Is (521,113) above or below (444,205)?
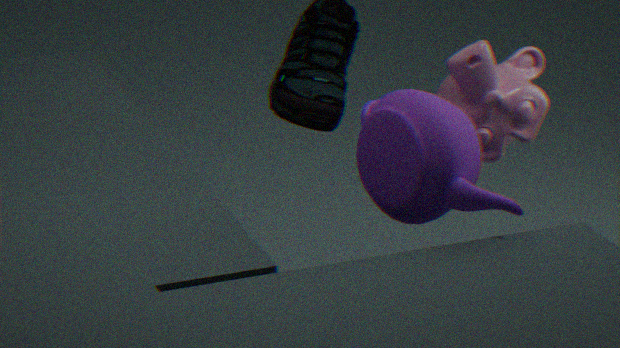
below
